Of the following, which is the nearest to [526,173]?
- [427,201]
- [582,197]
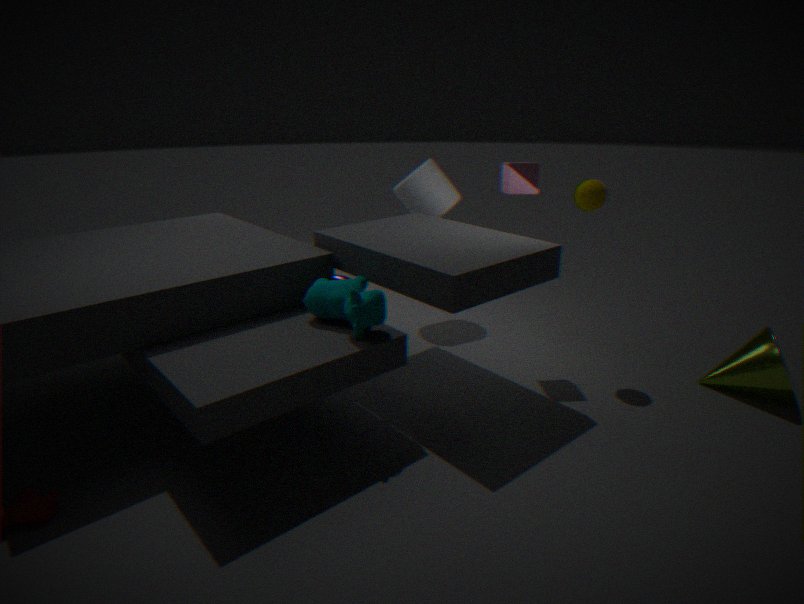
[582,197]
